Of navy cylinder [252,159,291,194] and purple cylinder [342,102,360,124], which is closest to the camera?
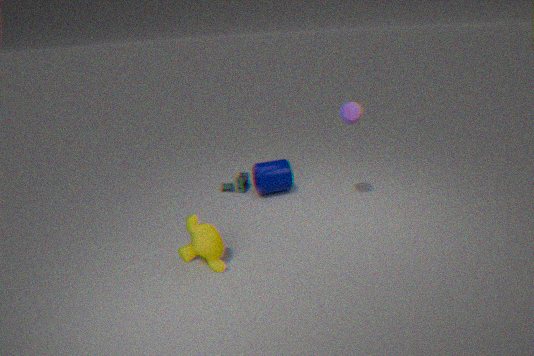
purple cylinder [342,102,360,124]
